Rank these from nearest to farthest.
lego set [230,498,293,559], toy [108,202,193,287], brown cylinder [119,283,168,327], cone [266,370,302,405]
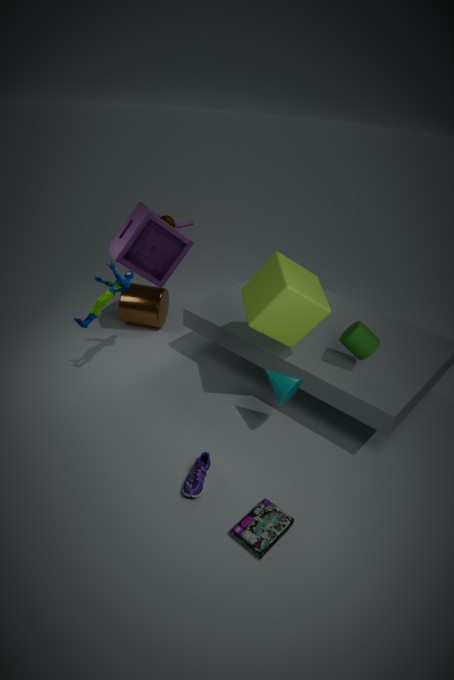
lego set [230,498,293,559]
cone [266,370,302,405]
toy [108,202,193,287]
brown cylinder [119,283,168,327]
